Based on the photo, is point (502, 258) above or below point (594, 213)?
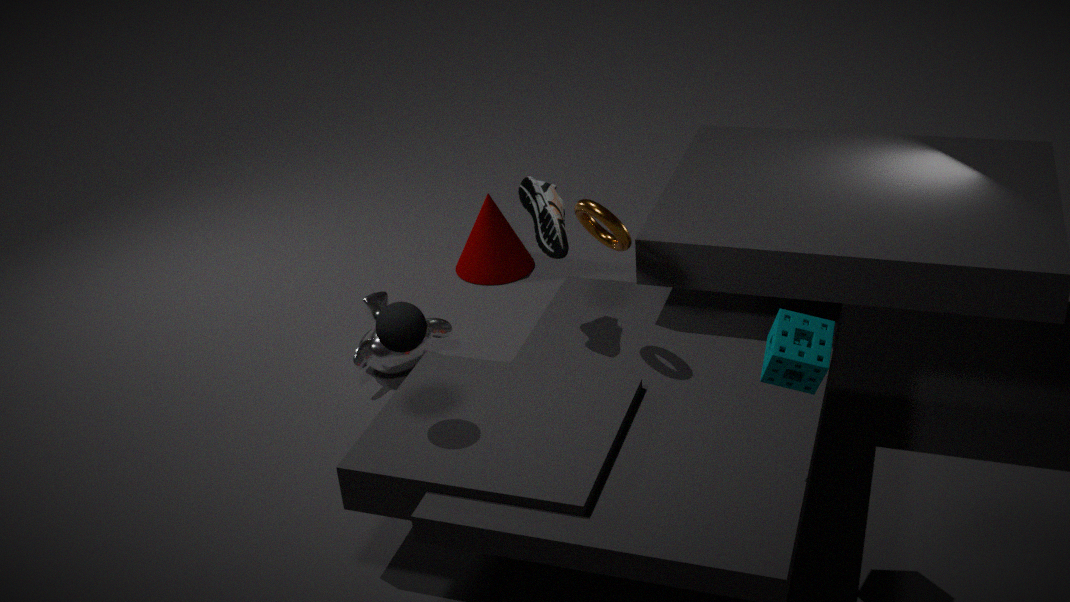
below
